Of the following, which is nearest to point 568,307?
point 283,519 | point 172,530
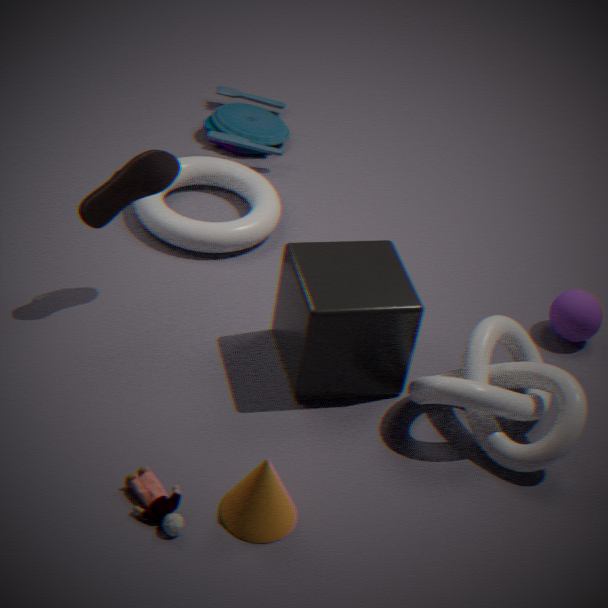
point 283,519
